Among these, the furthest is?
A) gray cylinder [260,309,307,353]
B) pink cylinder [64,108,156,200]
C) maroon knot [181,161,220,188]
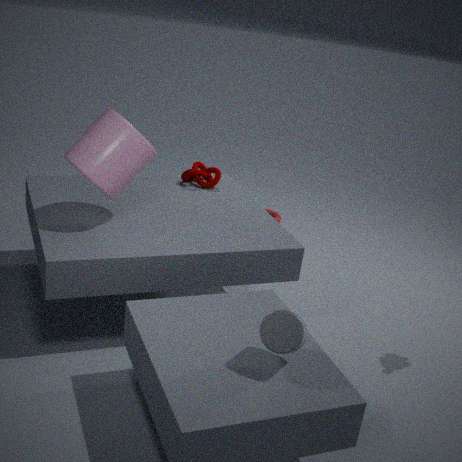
maroon knot [181,161,220,188]
